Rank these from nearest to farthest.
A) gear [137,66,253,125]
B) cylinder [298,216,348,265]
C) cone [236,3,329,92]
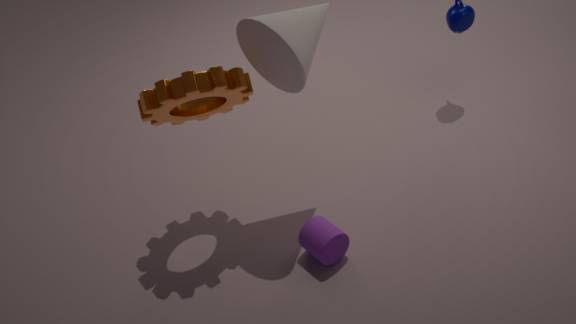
cone [236,3,329,92] → gear [137,66,253,125] → cylinder [298,216,348,265]
